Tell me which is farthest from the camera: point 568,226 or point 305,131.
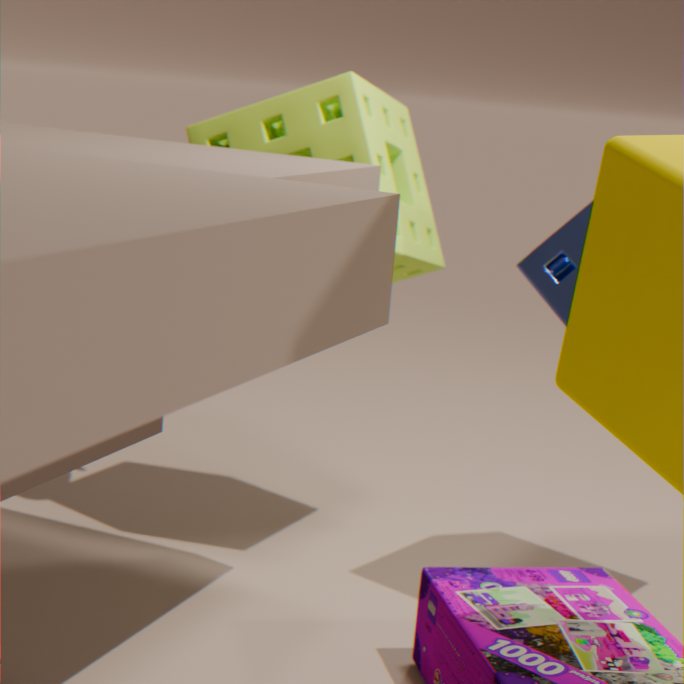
point 305,131
